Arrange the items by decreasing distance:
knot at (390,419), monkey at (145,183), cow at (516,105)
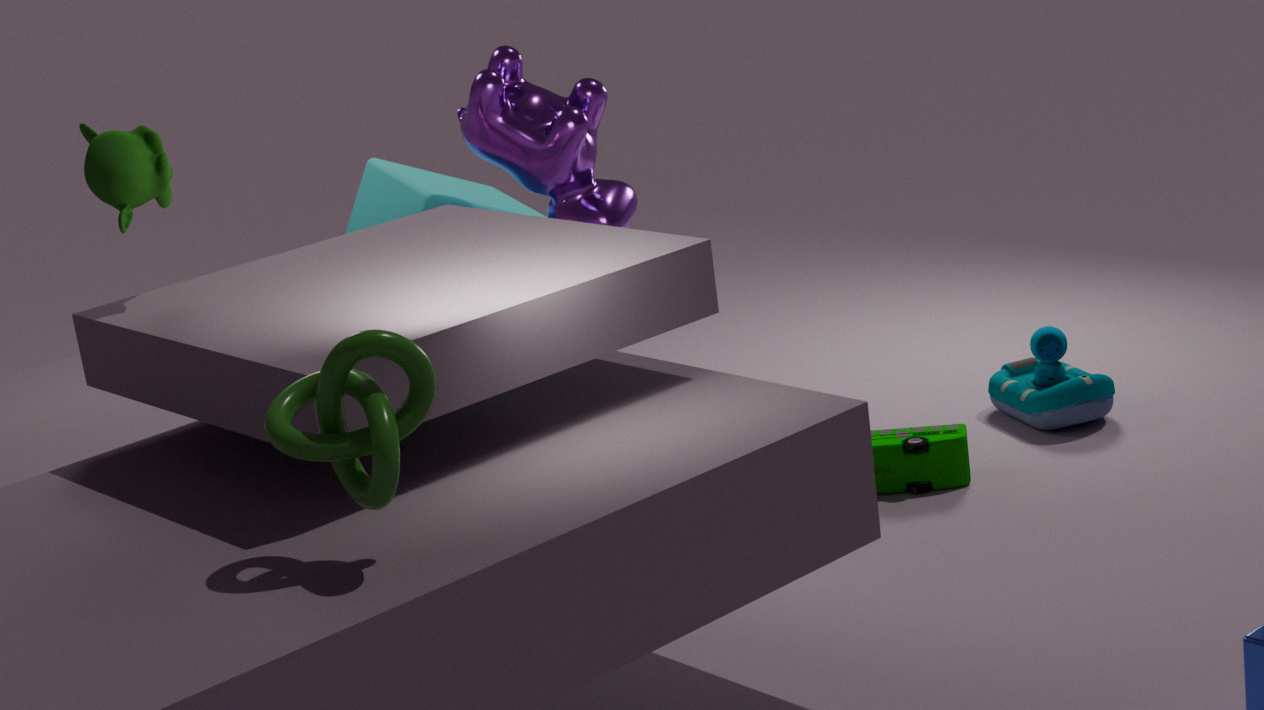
cow at (516,105)
monkey at (145,183)
knot at (390,419)
